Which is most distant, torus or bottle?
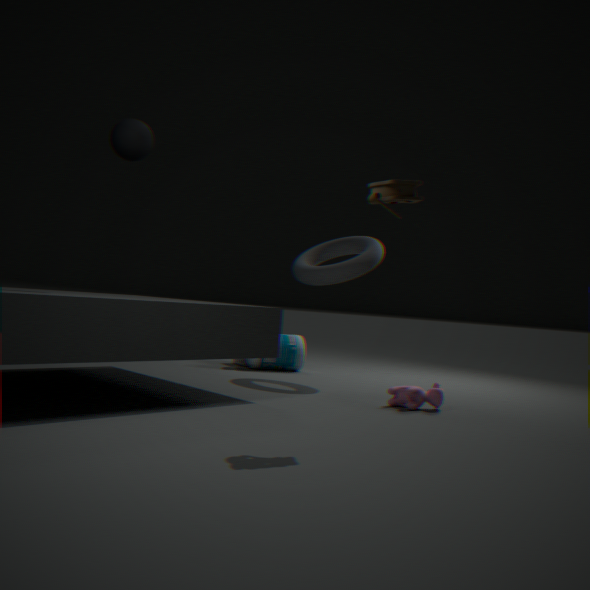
bottle
